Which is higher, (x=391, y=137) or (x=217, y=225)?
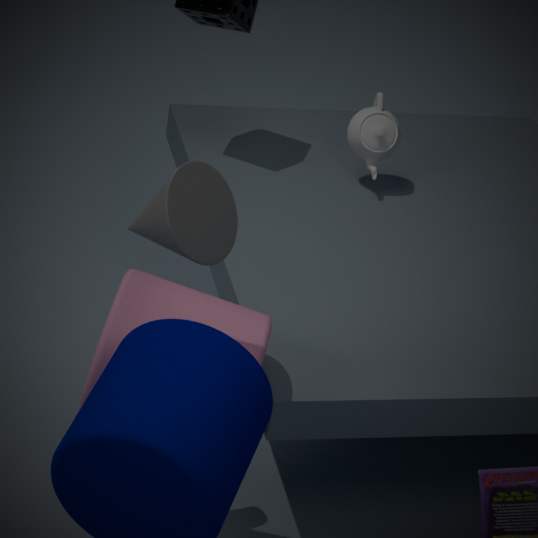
(x=217, y=225)
